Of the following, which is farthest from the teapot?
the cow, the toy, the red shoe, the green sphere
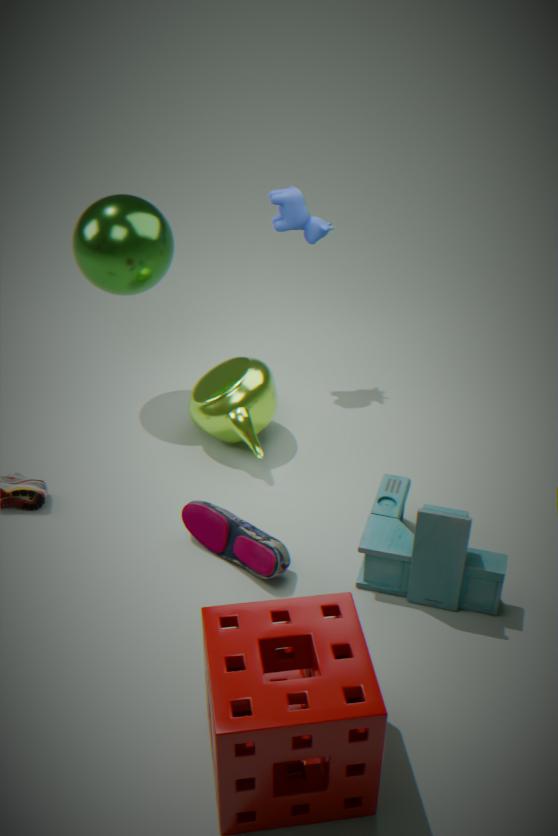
the cow
